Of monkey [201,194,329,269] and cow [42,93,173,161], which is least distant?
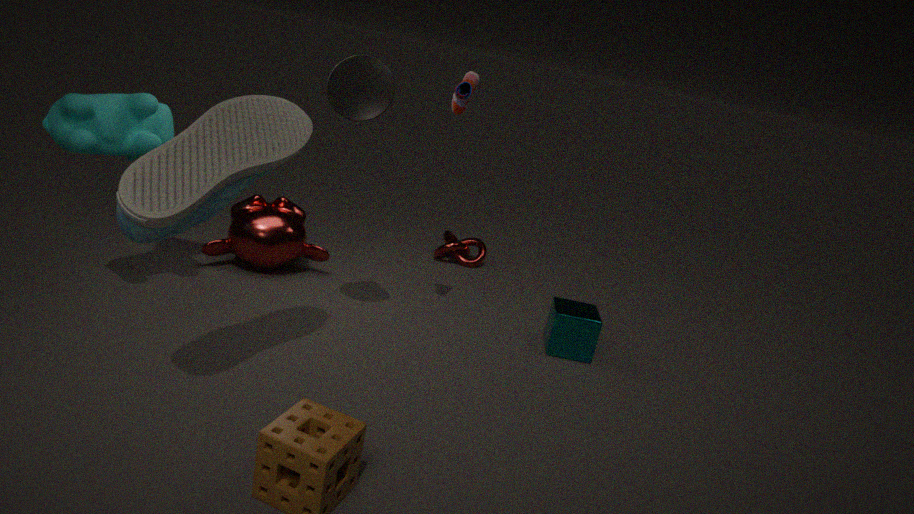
cow [42,93,173,161]
